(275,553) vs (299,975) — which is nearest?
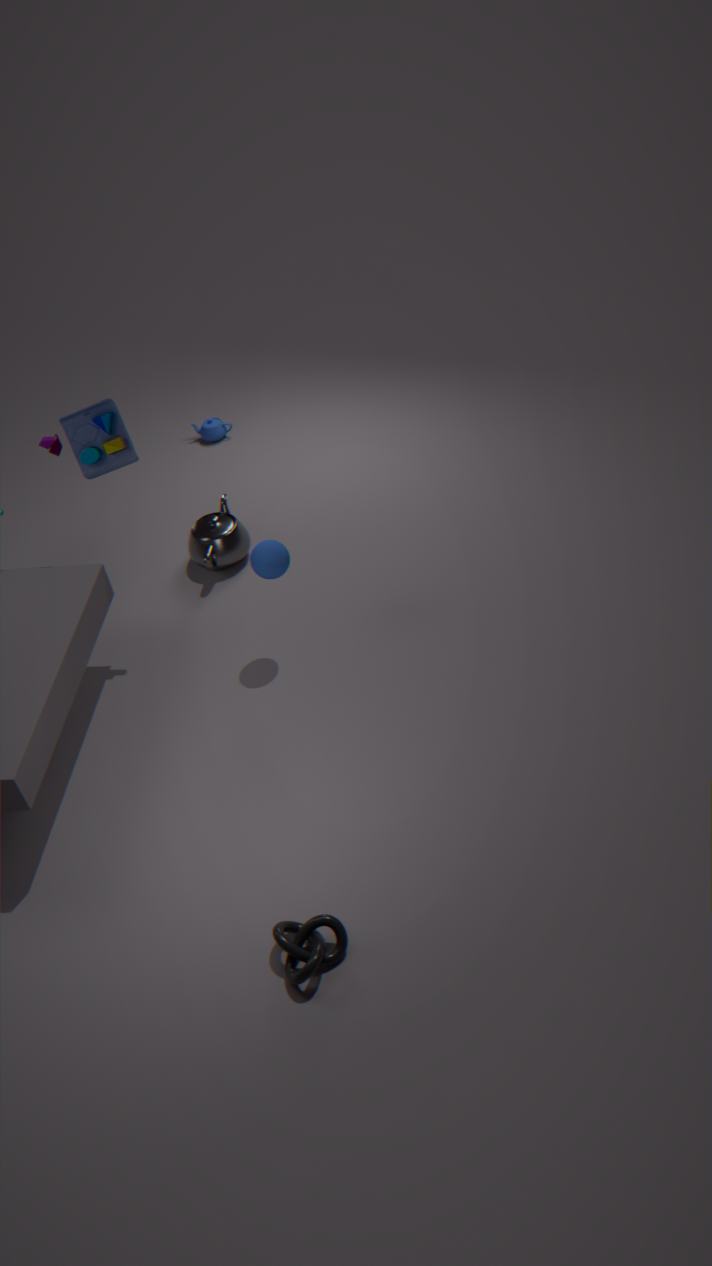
(299,975)
